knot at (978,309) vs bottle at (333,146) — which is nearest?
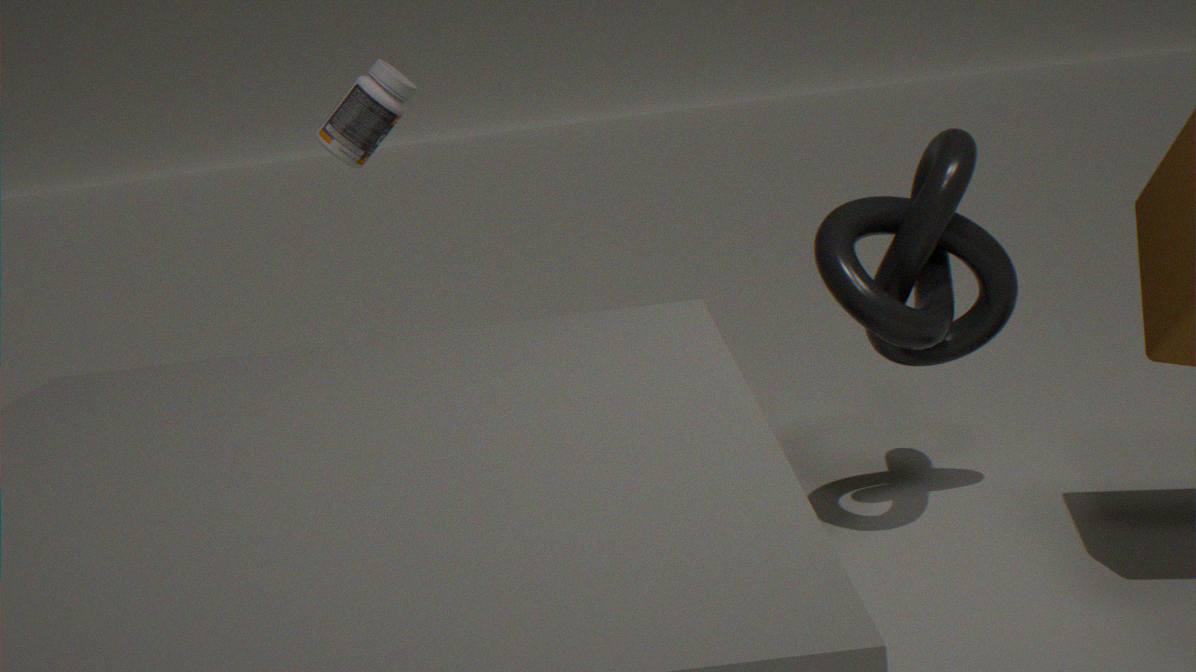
knot at (978,309)
